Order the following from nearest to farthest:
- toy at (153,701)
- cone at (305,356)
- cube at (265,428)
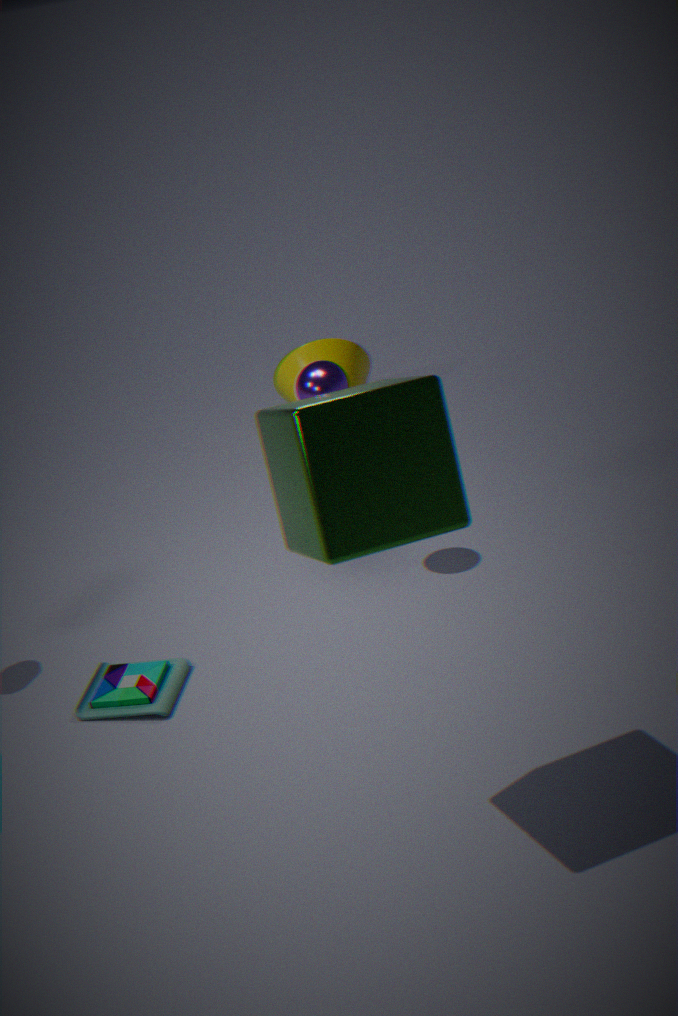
cube at (265,428), toy at (153,701), cone at (305,356)
